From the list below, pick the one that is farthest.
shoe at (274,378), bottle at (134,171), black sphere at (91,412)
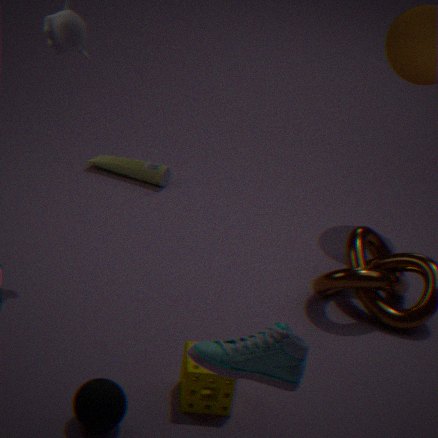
bottle at (134,171)
